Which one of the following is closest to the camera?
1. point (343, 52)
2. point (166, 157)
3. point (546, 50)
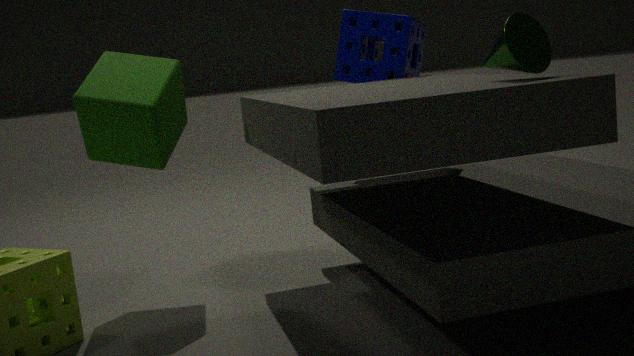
point (546, 50)
